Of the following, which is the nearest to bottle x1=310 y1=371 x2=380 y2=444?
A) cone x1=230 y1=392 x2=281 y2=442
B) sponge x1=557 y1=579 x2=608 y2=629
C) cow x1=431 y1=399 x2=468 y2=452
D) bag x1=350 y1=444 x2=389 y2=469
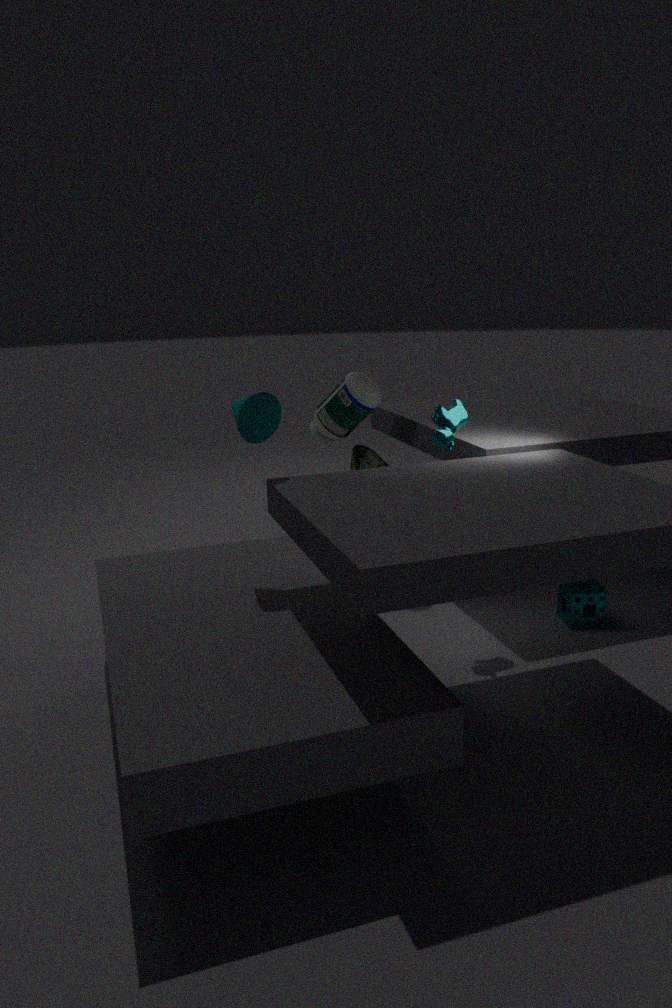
bag x1=350 y1=444 x2=389 y2=469
